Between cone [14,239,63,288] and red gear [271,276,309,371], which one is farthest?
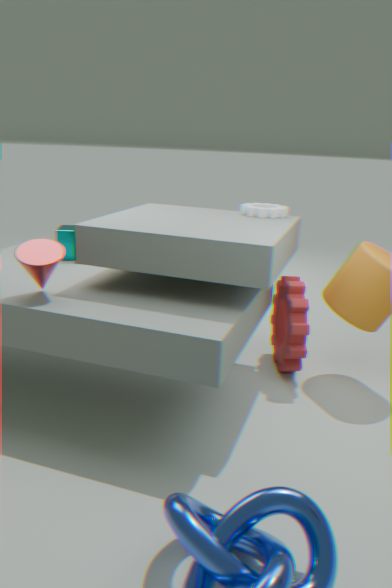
red gear [271,276,309,371]
